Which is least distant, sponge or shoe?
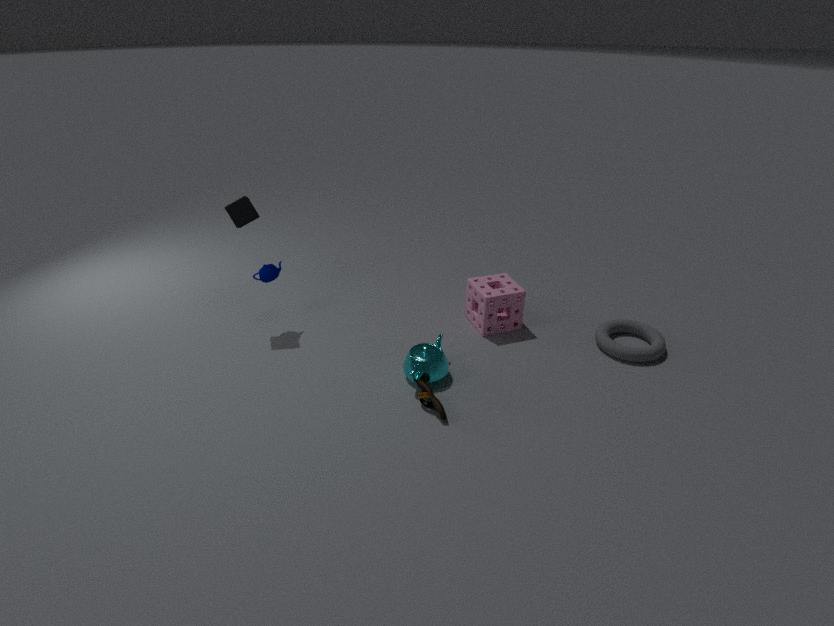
shoe
